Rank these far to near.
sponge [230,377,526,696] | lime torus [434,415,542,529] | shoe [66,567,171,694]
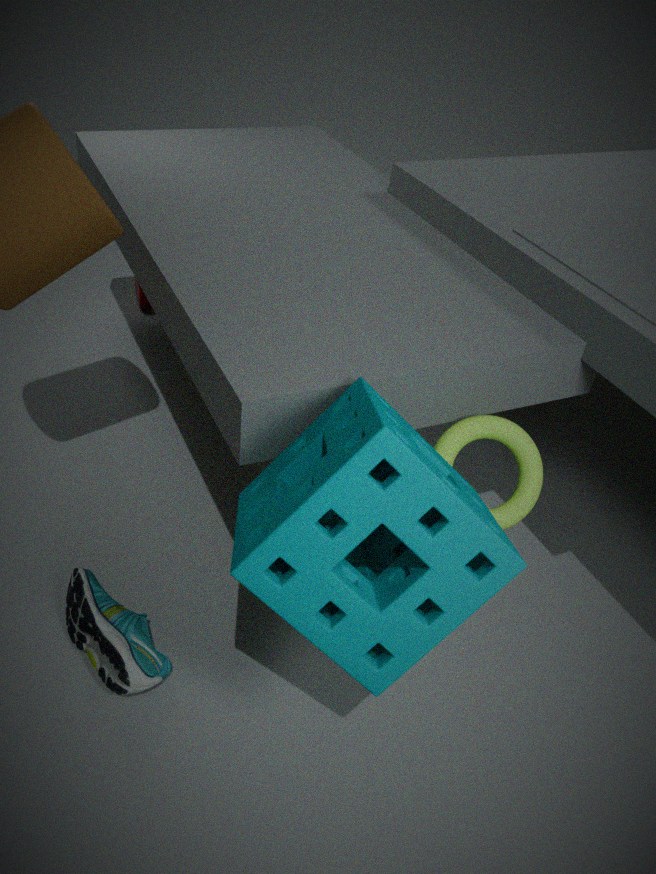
1. shoe [66,567,171,694]
2. lime torus [434,415,542,529]
3. sponge [230,377,526,696]
